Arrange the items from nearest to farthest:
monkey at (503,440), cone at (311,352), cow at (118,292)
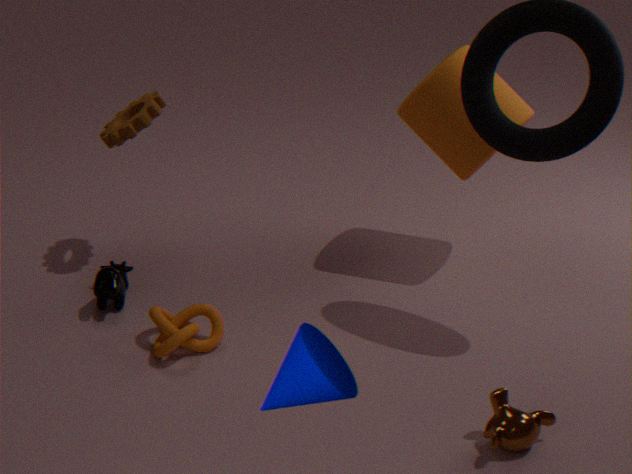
1. cone at (311,352)
2. monkey at (503,440)
3. cow at (118,292)
